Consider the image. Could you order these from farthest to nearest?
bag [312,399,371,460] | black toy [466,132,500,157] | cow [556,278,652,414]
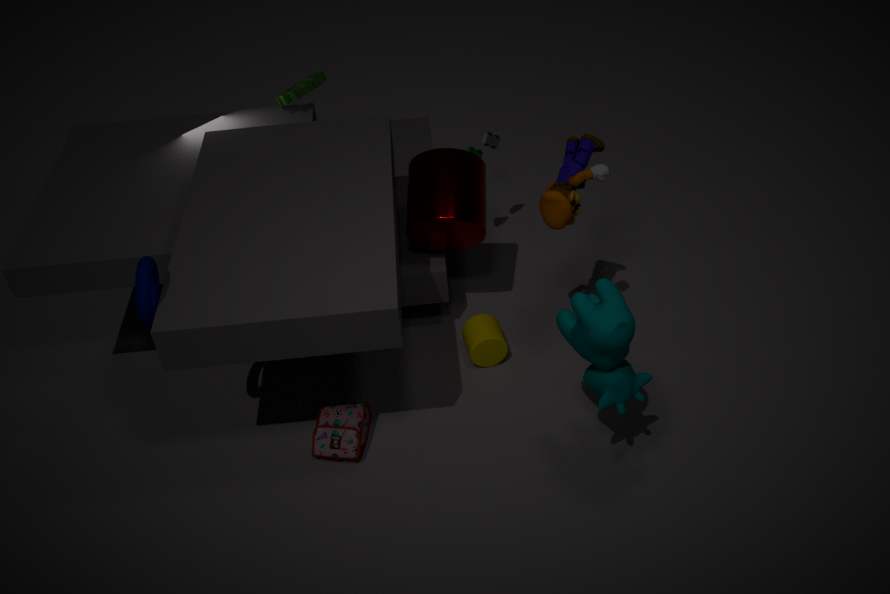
black toy [466,132,500,157]
bag [312,399,371,460]
cow [556,278,652,414]
